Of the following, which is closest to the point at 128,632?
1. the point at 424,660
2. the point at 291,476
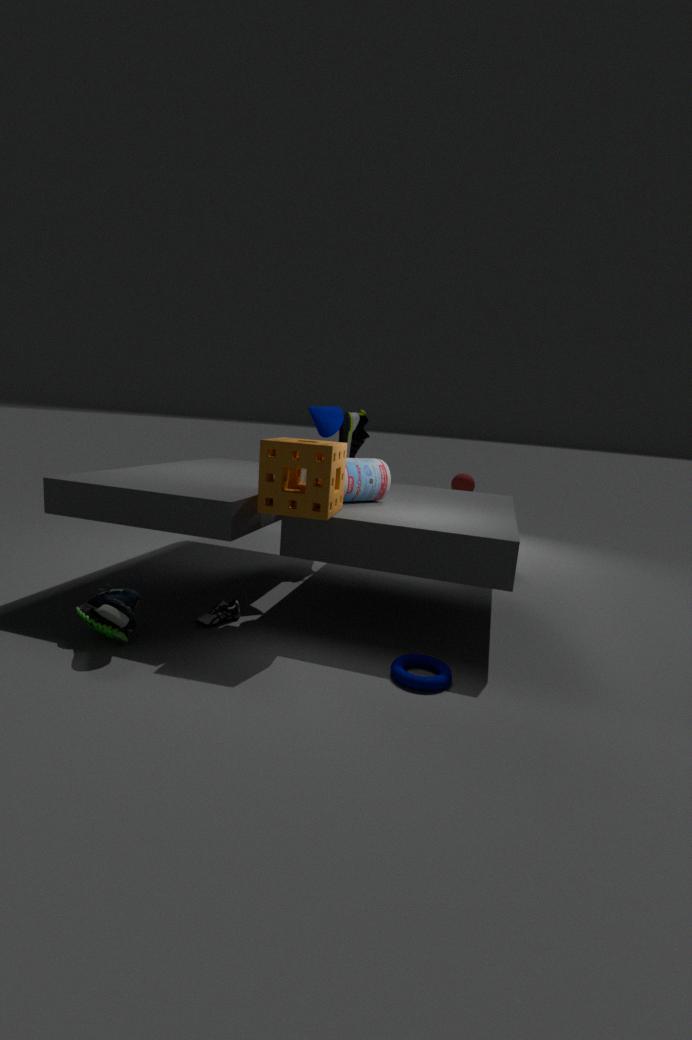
the point at 291,476
